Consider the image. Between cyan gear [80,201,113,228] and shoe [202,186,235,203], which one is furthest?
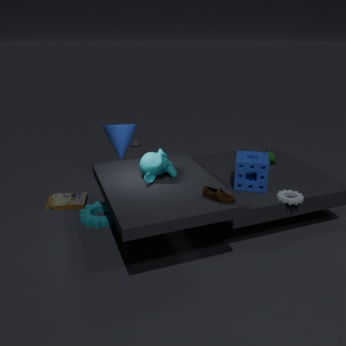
cyan gear [80,201,113,228]
